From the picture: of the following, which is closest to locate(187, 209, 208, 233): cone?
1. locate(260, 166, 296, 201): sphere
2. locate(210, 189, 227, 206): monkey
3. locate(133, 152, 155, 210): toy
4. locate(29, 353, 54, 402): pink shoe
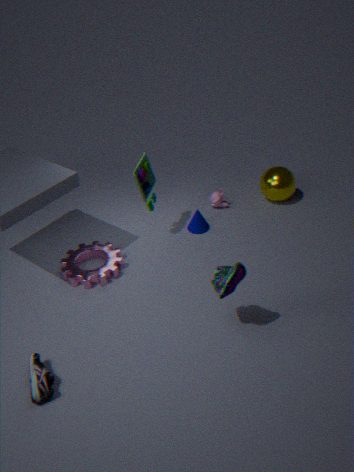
locate(210, 189, 227, 206): monkey
